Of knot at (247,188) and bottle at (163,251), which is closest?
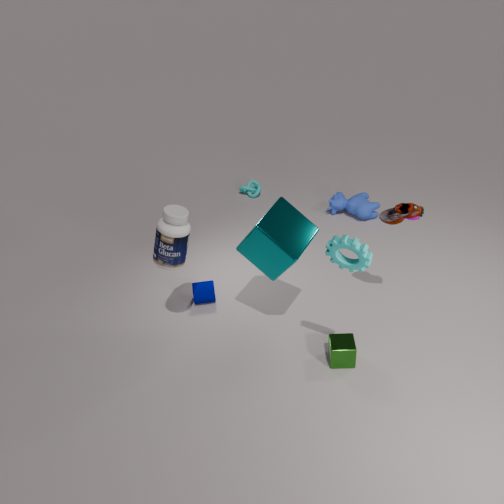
bottle at (163,251)
